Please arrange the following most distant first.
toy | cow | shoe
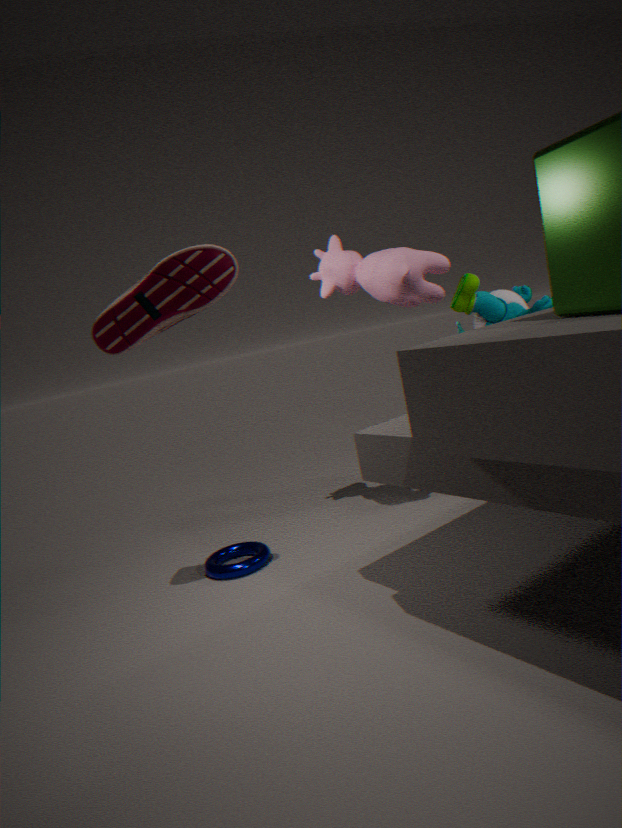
toy → cow → shoe
